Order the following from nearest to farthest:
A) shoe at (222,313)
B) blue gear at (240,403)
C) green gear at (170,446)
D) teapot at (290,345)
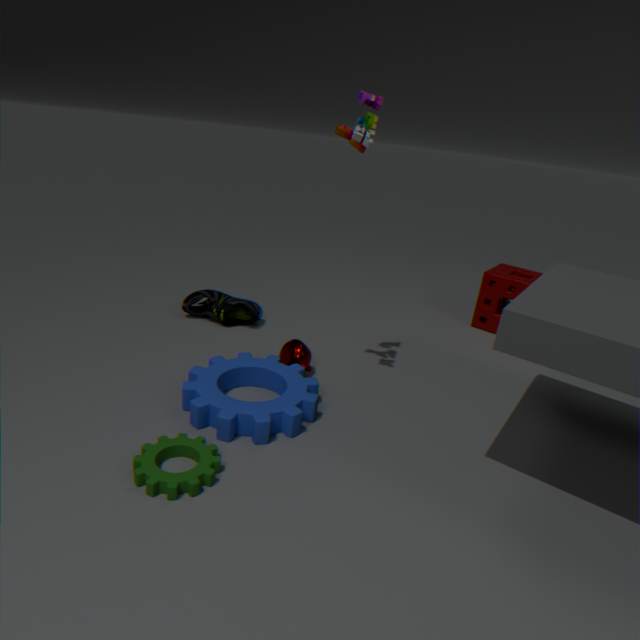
green gear at (170,446), blue gear at (240,403), teapot at (290,345), shoe at (222,313)
